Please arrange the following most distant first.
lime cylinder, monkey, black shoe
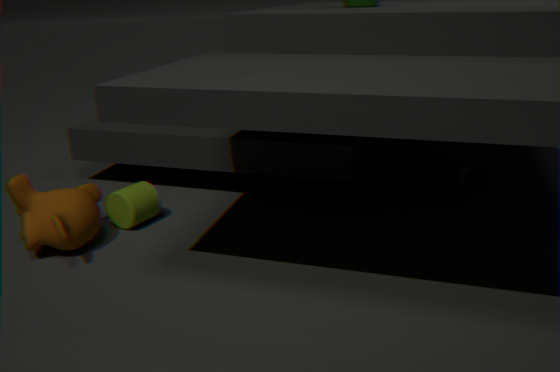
black shoe → lime cylinder → monkey
